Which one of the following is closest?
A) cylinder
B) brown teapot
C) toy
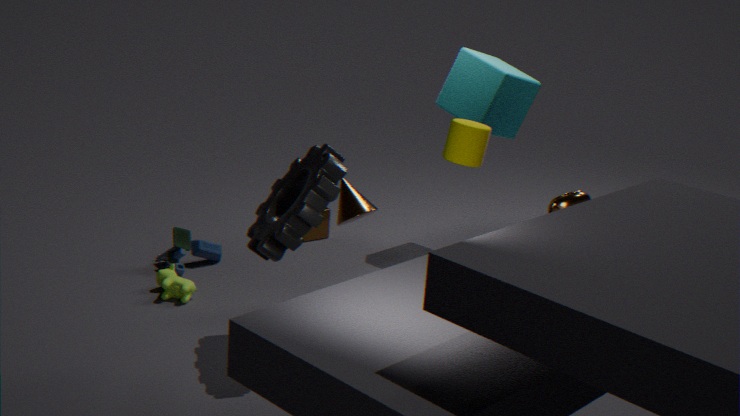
brown teapot
